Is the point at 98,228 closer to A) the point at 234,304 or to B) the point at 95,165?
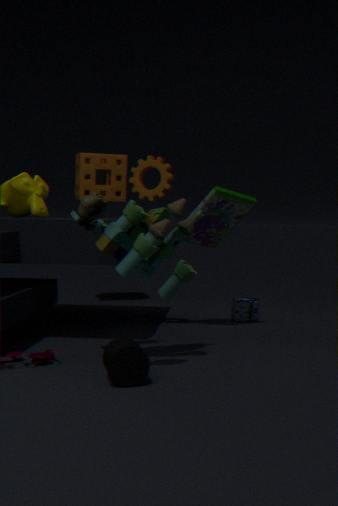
A) the point at 234,304
